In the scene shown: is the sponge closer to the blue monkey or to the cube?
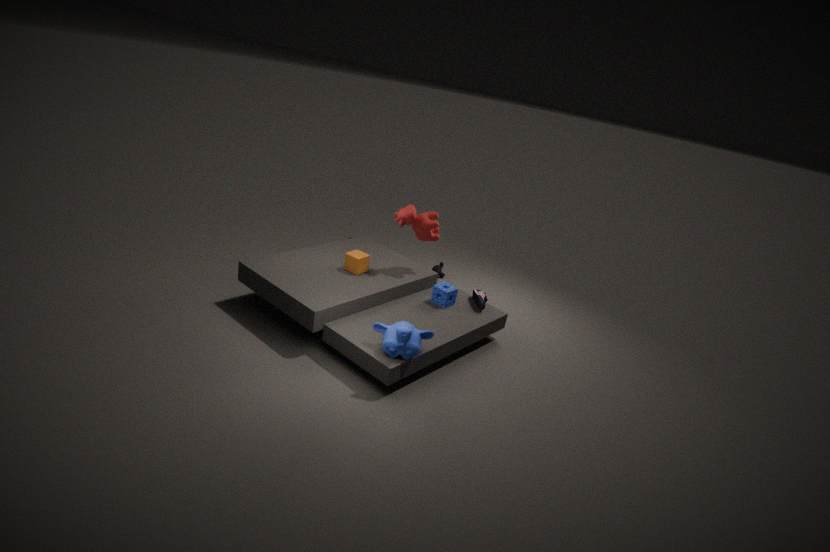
the cube
